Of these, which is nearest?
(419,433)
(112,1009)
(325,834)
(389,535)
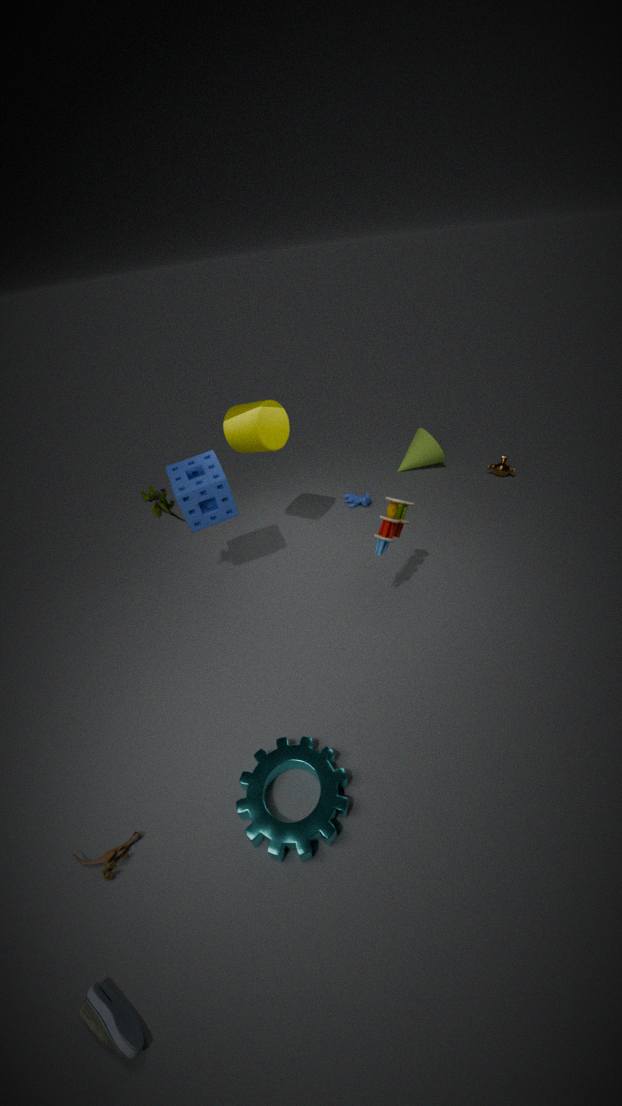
(112,1009)
